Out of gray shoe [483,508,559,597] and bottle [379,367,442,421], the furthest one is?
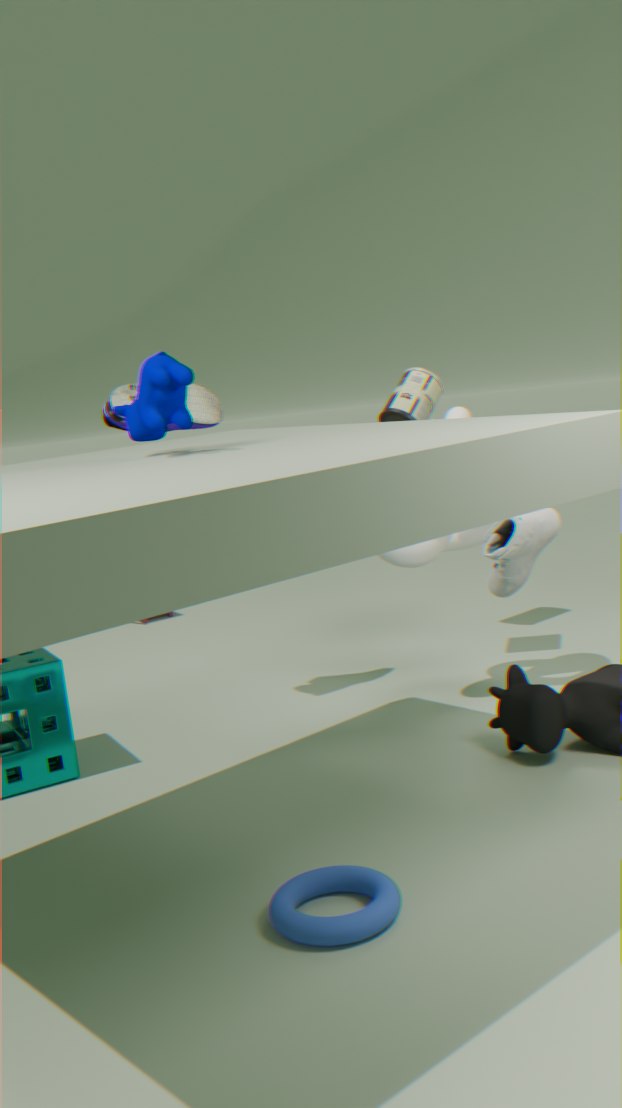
bottle [379,367,442,421]
